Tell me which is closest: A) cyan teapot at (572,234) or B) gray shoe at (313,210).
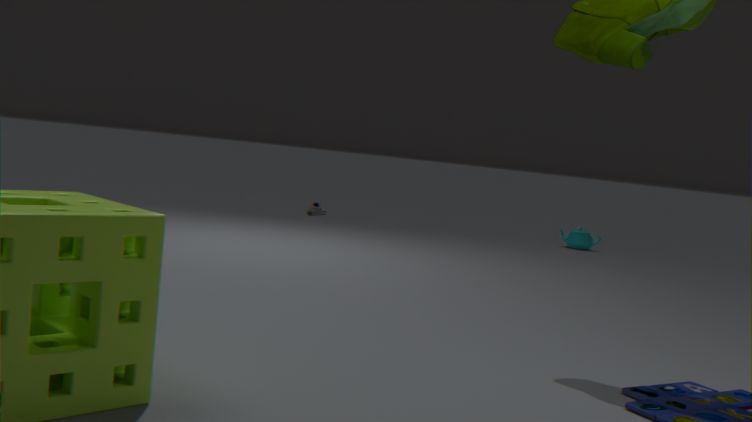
A. cyan teapot at (572,234)
